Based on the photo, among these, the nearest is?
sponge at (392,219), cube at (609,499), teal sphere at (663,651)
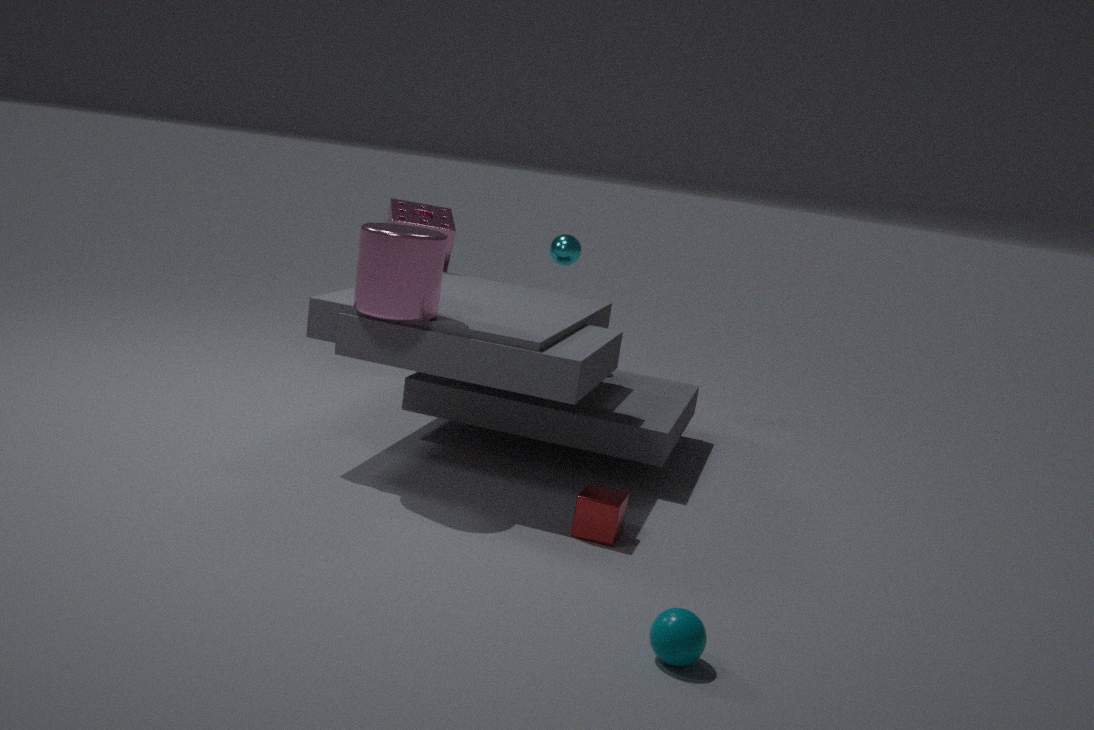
teal sphere at (663,651)
